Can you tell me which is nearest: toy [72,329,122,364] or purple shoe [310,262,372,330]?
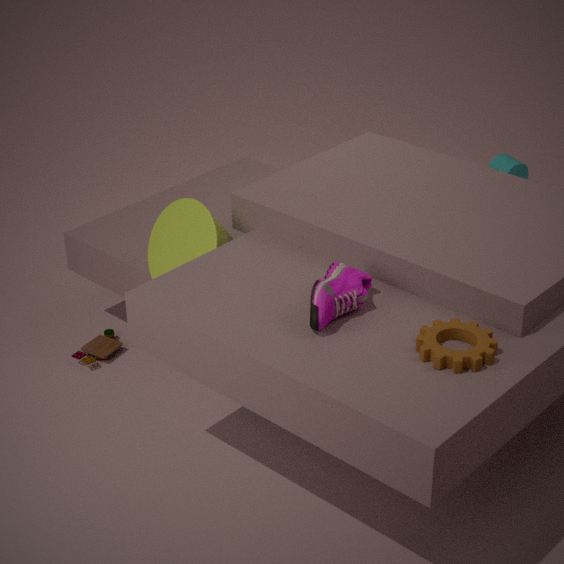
purple shoe [310,262,372,330]
